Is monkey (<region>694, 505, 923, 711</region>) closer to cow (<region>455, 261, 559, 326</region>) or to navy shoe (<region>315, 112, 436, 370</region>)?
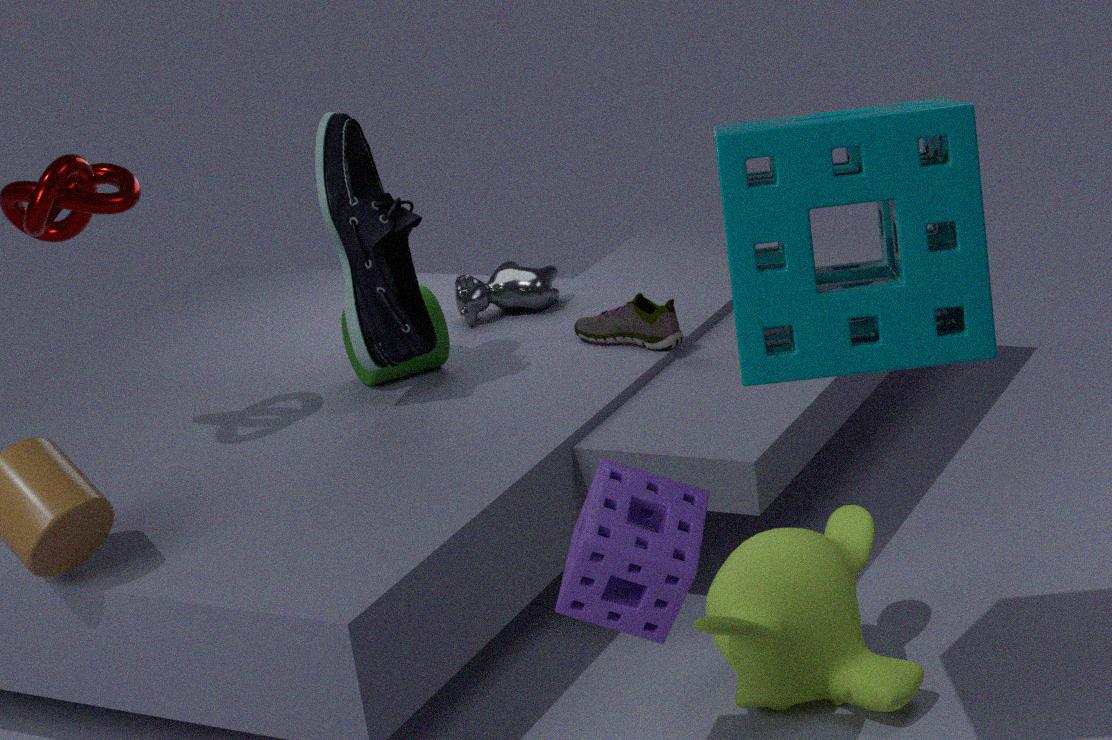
navy shoe (<region>315, 112, 436, 370</region>)
